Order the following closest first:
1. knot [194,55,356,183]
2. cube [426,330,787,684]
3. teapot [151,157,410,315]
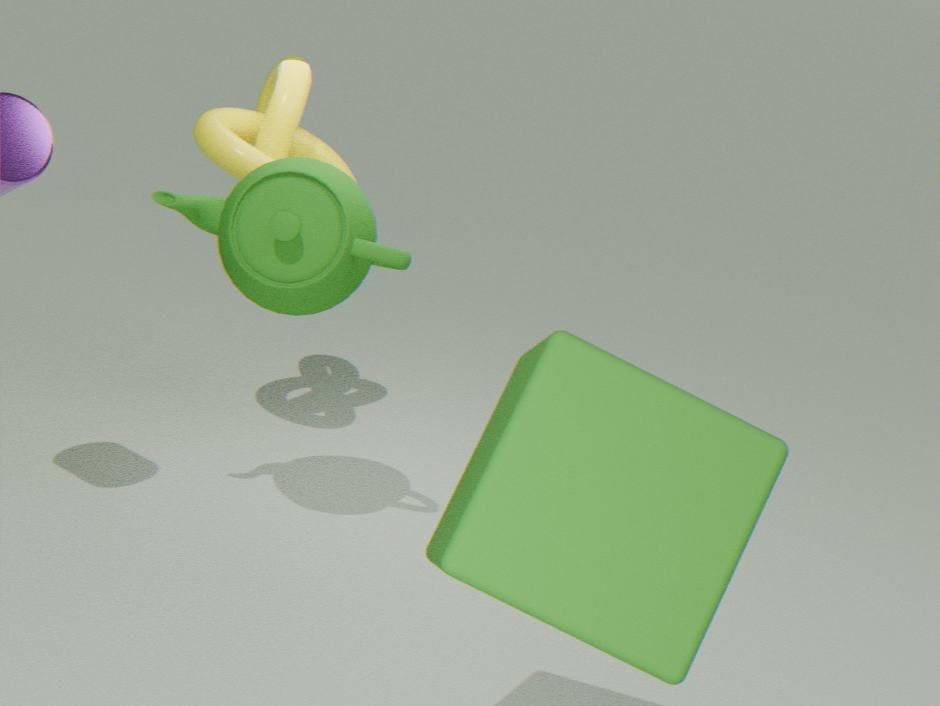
cube [426,330,787,684] < teapot [151,157,410,315] < knot [194,55,356,183]
